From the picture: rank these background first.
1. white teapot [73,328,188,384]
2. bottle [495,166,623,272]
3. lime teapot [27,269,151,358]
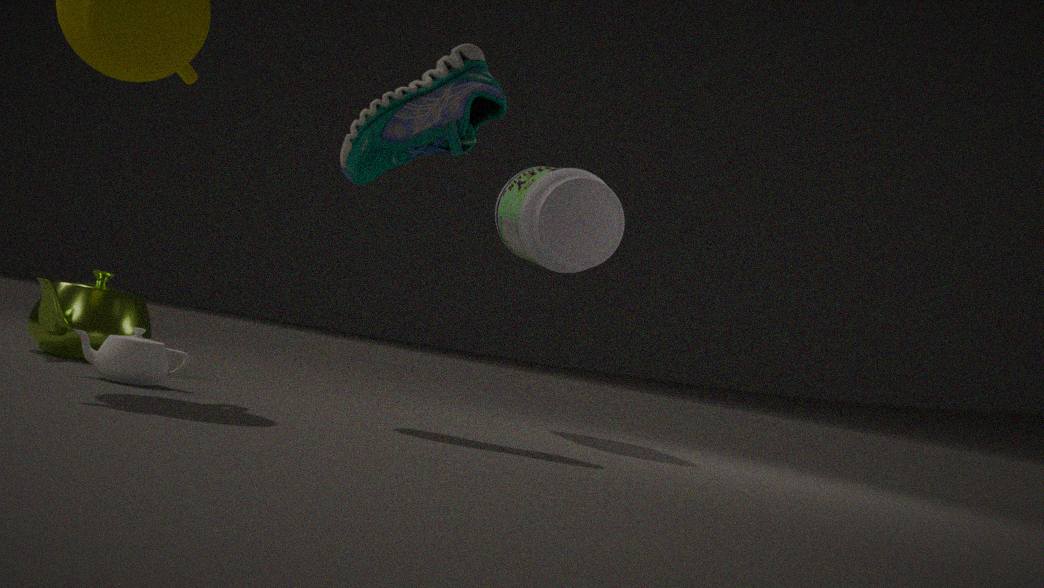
bottle [495,166,623,272]
lime teapot [27,269,151,358]
white teapot [73,328,188,384]
